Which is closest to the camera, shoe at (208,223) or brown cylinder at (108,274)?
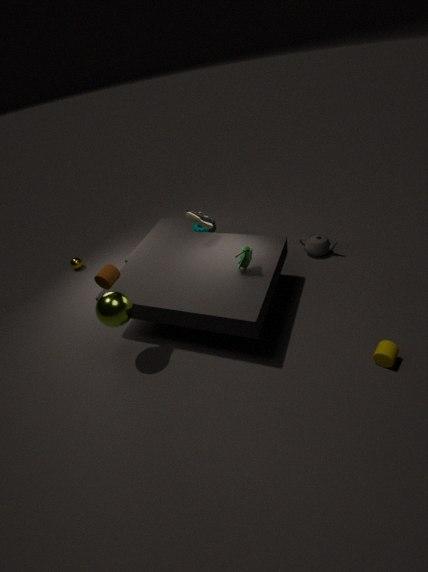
brown cylinder at (108,274)
